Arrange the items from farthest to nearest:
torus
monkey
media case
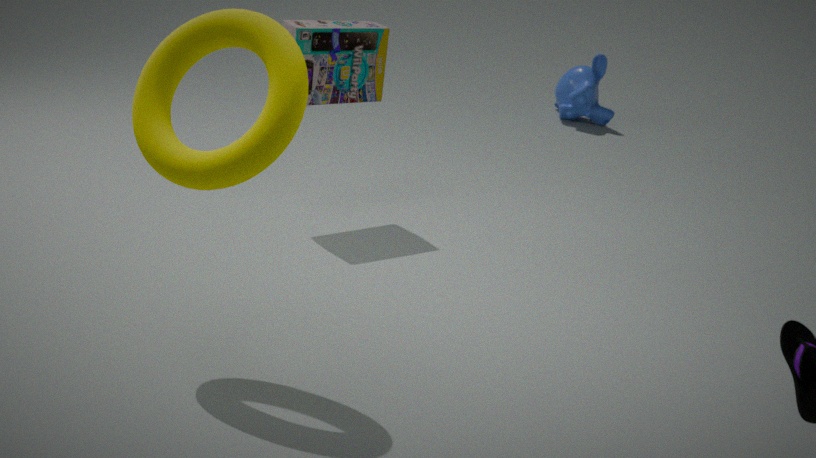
monkey < media case < torus
